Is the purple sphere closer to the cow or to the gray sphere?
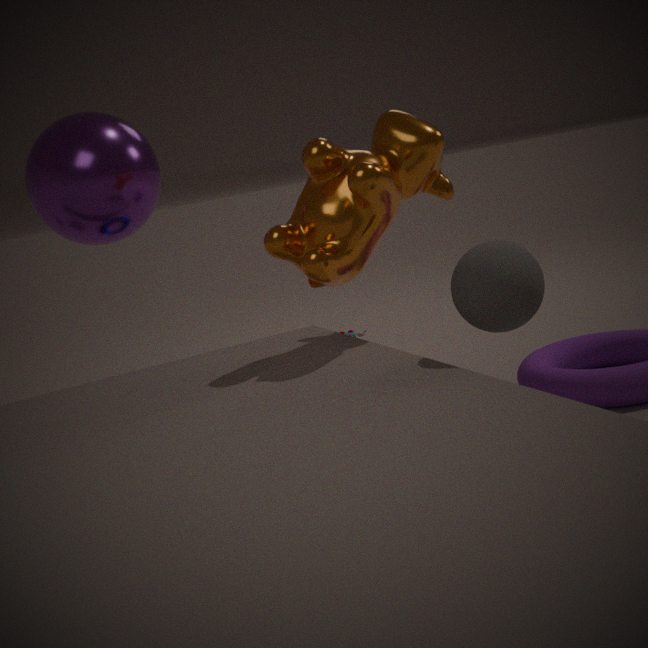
the cow
